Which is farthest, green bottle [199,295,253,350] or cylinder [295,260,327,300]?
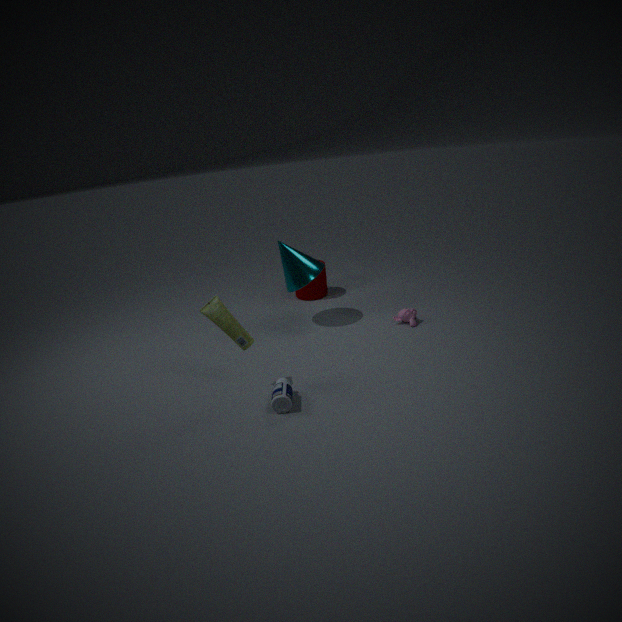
cylinder [295,260,327,300]
